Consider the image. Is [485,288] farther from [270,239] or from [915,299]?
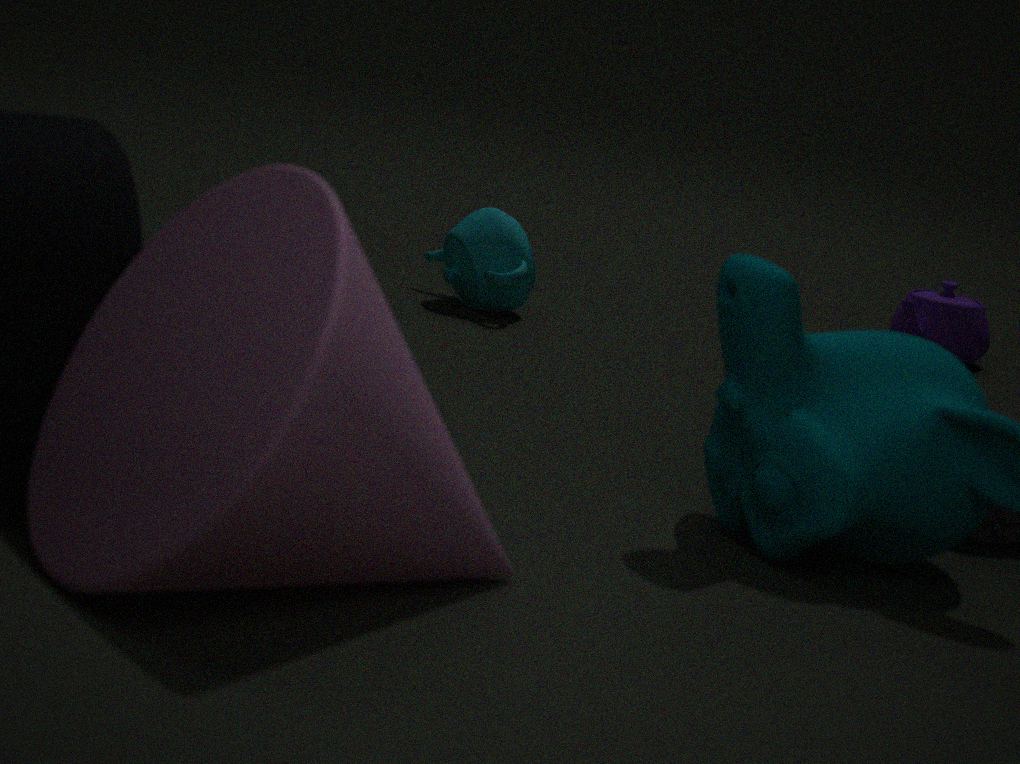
[270,239]
